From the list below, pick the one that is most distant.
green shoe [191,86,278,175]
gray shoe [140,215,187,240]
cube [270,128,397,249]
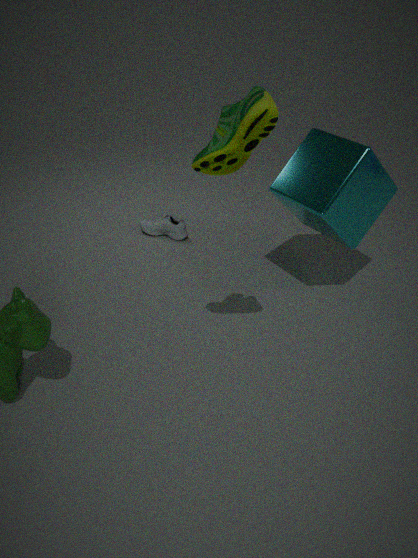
gray shoe [140,215,187,240]
